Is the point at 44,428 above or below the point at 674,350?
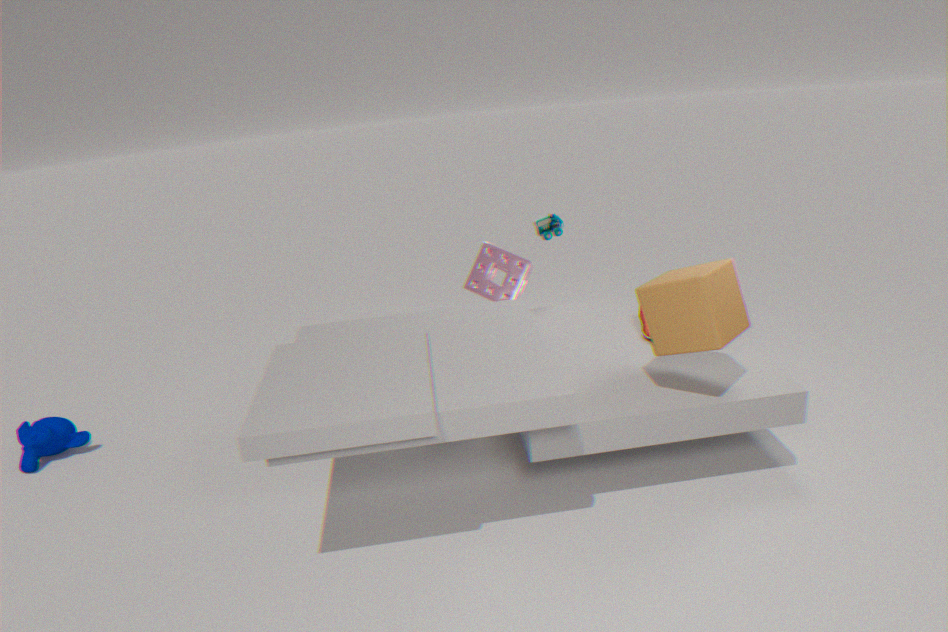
below
